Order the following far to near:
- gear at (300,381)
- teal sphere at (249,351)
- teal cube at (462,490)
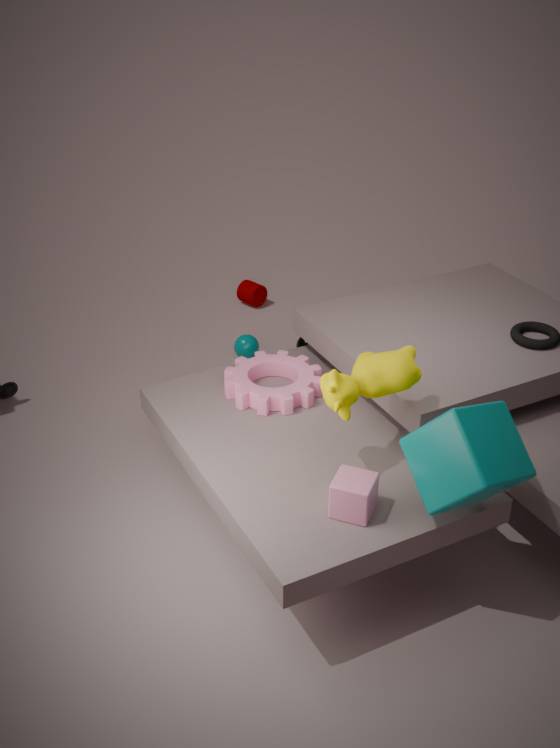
teal sphere at (249,351), gear at (300,381), teal cube at (462,490)
